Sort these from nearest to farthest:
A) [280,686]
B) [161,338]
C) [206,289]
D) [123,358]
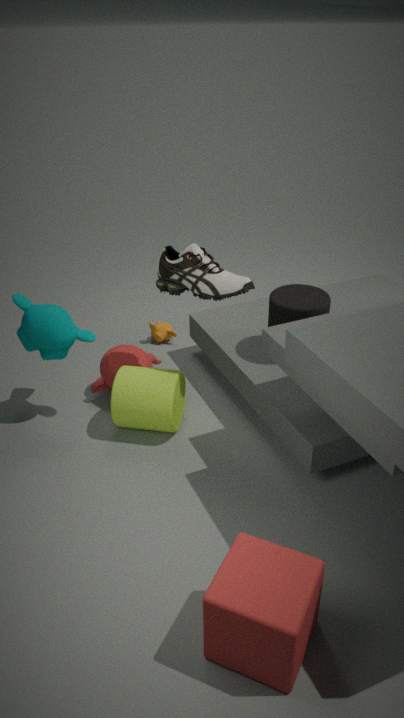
1. [280,686]
2. [206,289]
3. [123,358]
4. [161,338]
